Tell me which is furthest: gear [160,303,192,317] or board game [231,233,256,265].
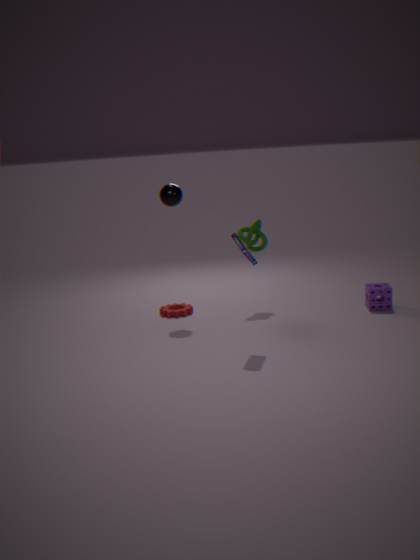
gear [160,303,192,317]
